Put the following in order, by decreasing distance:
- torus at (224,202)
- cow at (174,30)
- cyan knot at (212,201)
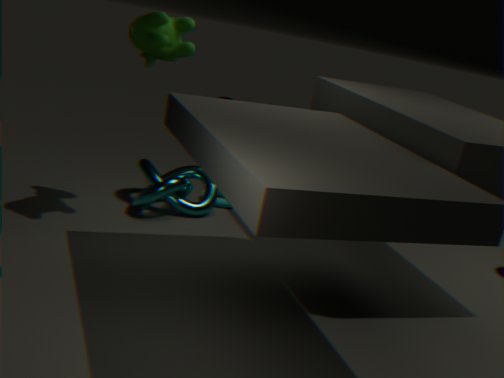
torus at (224,202) → cyan knot at (212,201) → cow at (174,30)
